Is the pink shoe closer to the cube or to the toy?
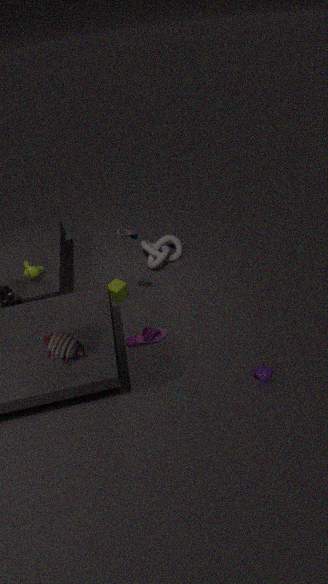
the cube
